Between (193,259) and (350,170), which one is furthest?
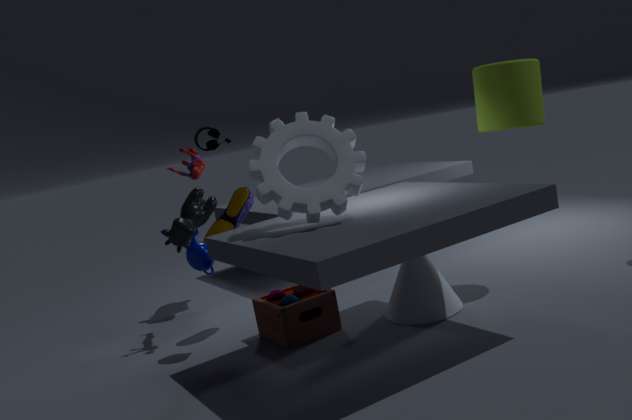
(193,259)
